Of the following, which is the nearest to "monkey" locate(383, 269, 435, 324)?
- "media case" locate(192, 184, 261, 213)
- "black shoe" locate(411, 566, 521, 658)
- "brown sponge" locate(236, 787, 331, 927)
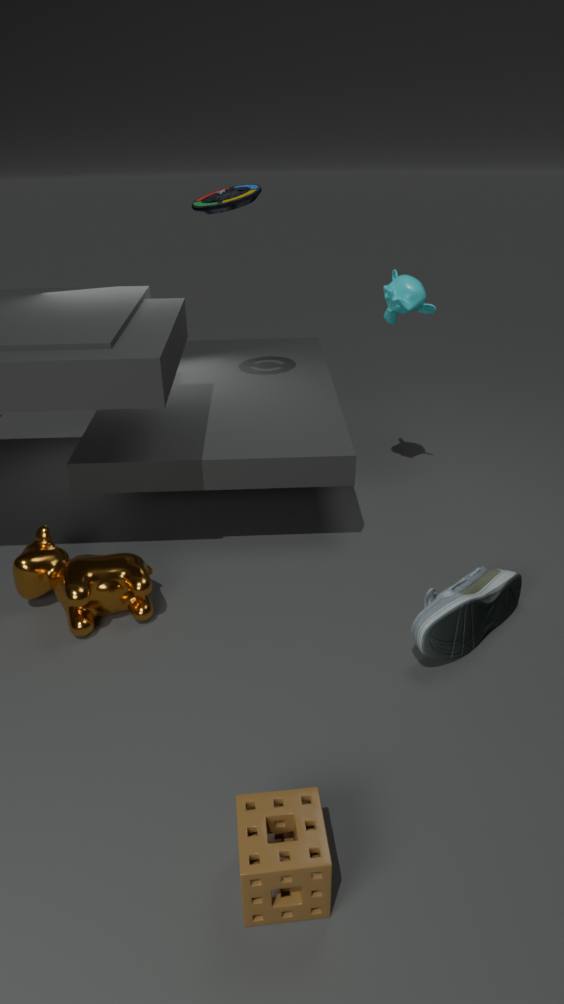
"media case" locate(192, 184, 261, 213)
